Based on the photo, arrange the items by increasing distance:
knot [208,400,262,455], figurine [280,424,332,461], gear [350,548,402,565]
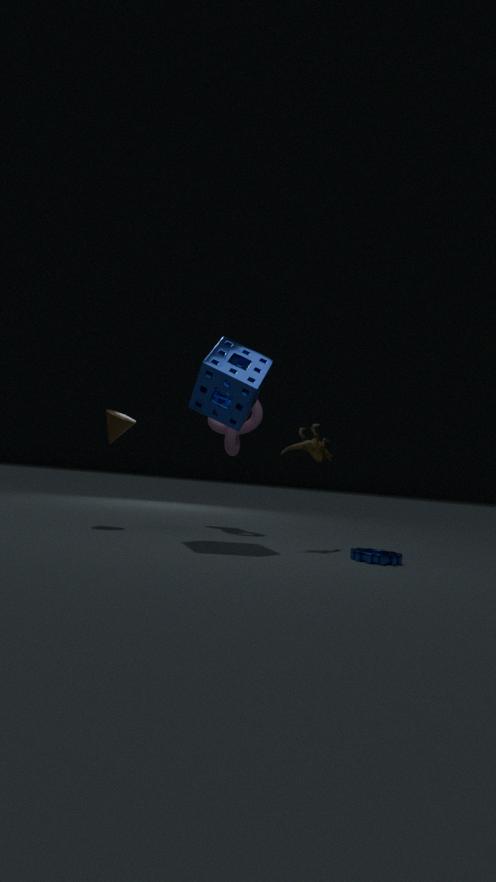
gear [350,548,402,565] < figurine [280,424,332,461] < knot [208,400,262,455]
